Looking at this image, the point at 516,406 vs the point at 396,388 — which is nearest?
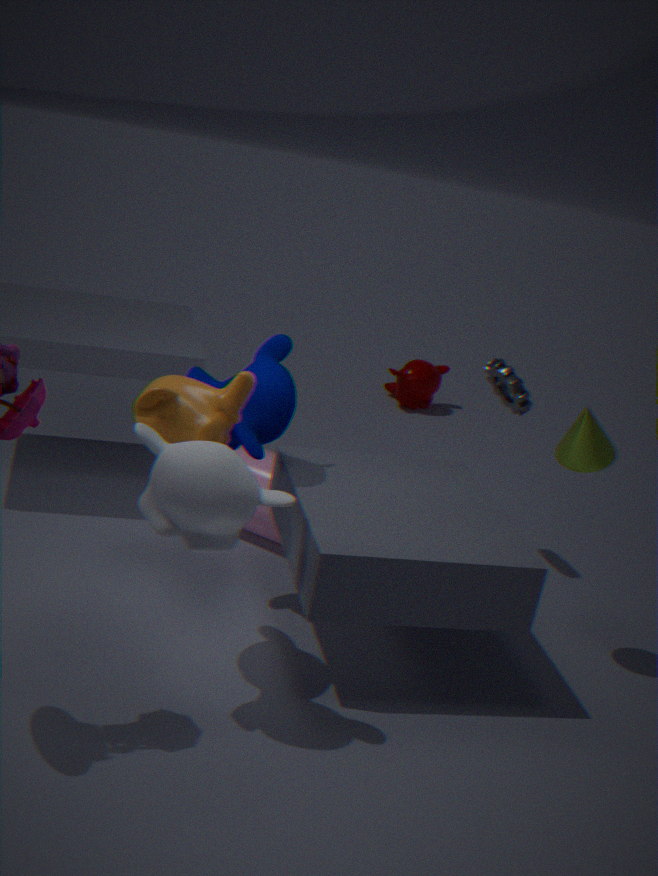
the point at 516,406
